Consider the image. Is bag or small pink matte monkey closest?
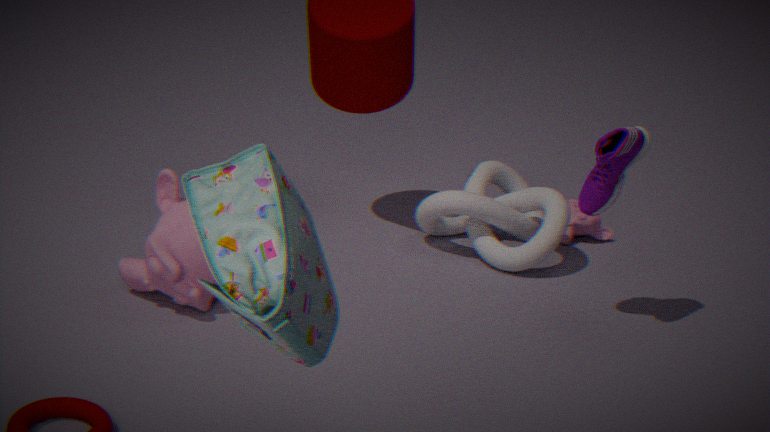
bag
